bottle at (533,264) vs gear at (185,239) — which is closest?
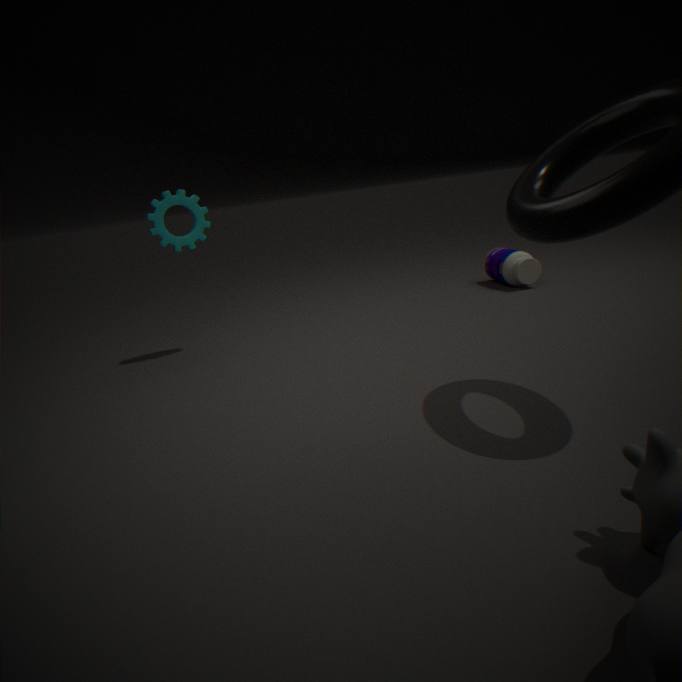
gear at (185,239)
